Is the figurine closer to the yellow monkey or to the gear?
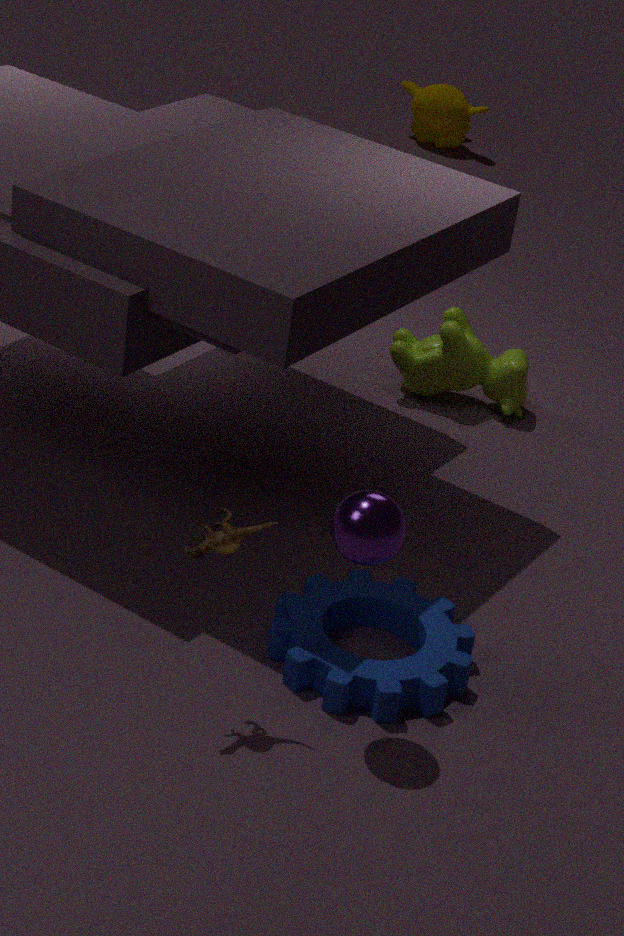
the gear
